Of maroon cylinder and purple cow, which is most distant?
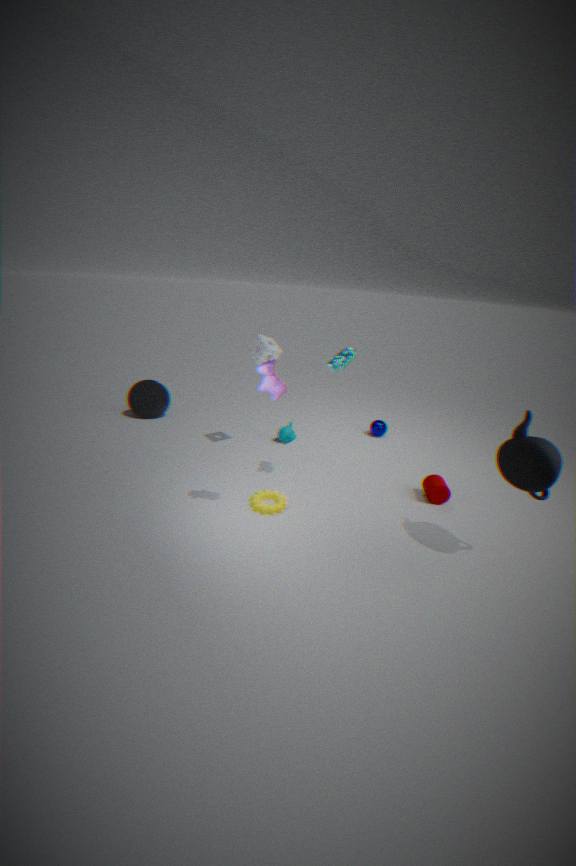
maroon cylinder
